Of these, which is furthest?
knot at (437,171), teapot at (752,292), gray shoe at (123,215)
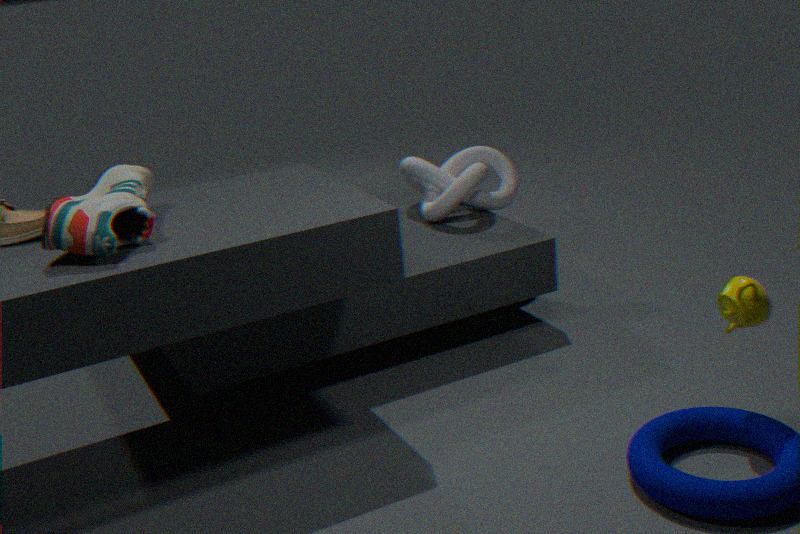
knot at (437,171)
